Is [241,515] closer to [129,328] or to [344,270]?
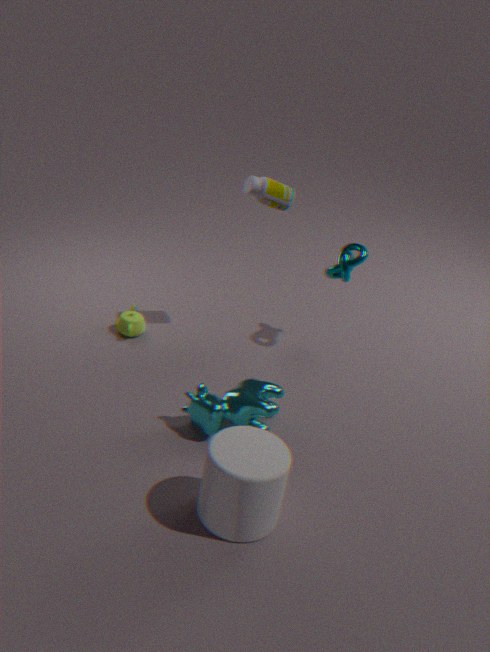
[129,328]
